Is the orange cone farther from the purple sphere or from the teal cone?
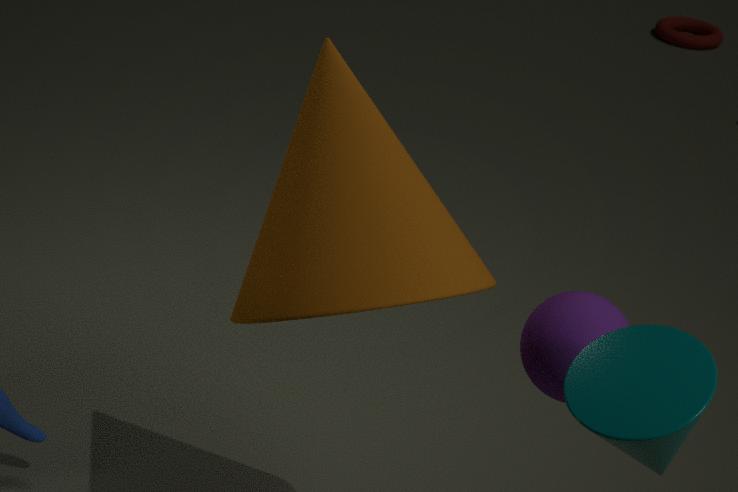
the teal cone
